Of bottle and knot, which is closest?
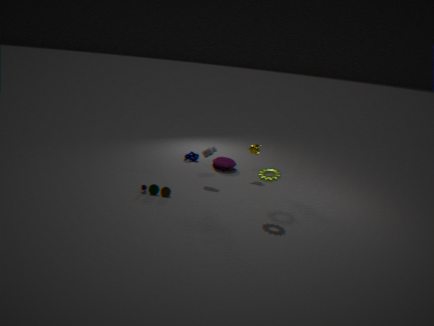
bottle
